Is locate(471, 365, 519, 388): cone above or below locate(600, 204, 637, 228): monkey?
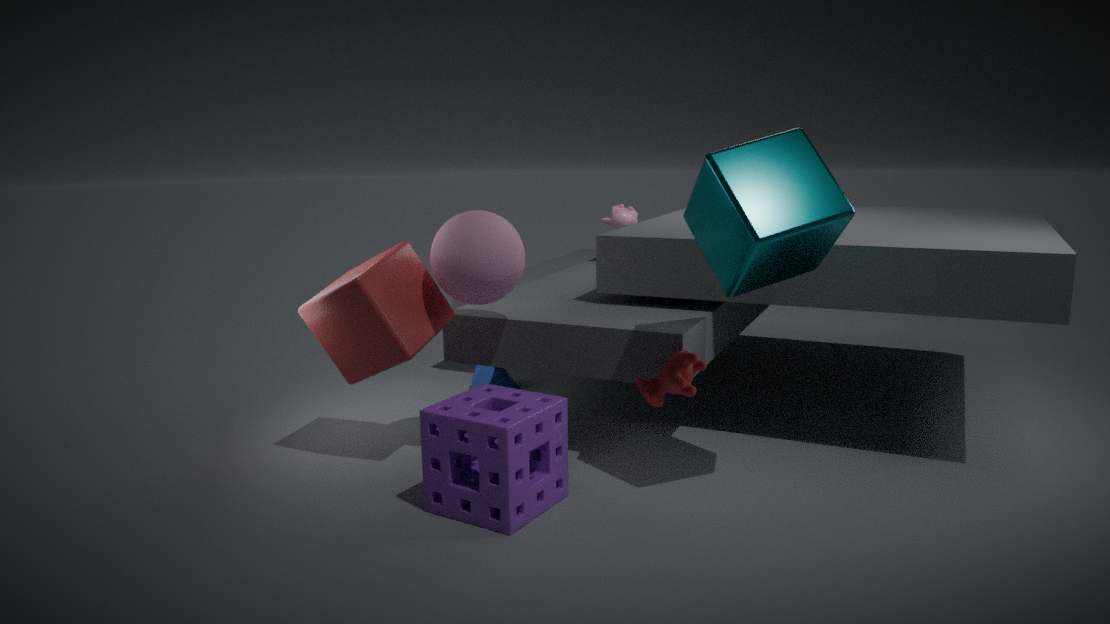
below
